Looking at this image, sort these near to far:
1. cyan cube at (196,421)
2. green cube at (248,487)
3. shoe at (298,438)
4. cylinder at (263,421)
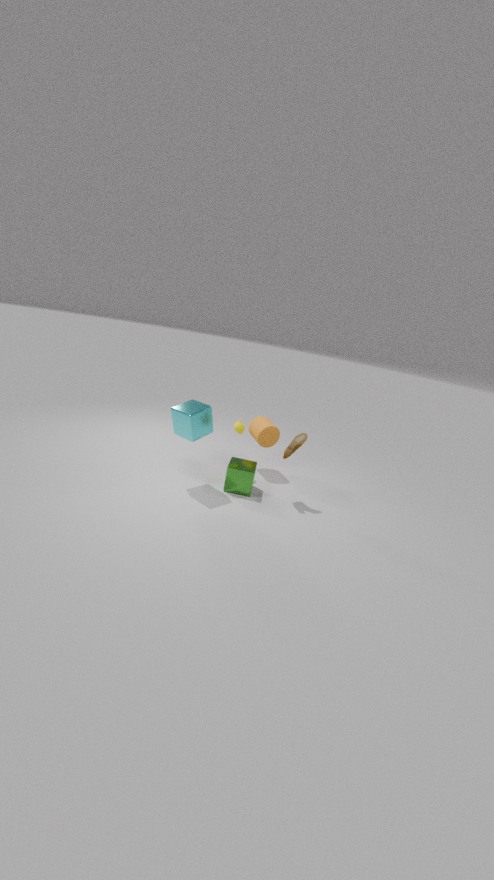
cyan cube at (196,421) → shoe at (298,438) → green cube at (248,487) → cylinder at (263,421)
